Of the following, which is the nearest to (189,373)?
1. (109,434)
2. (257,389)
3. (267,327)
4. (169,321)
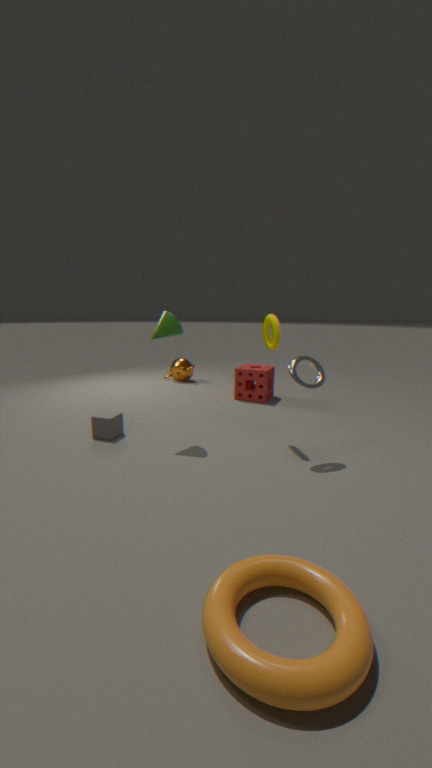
(257,389)
